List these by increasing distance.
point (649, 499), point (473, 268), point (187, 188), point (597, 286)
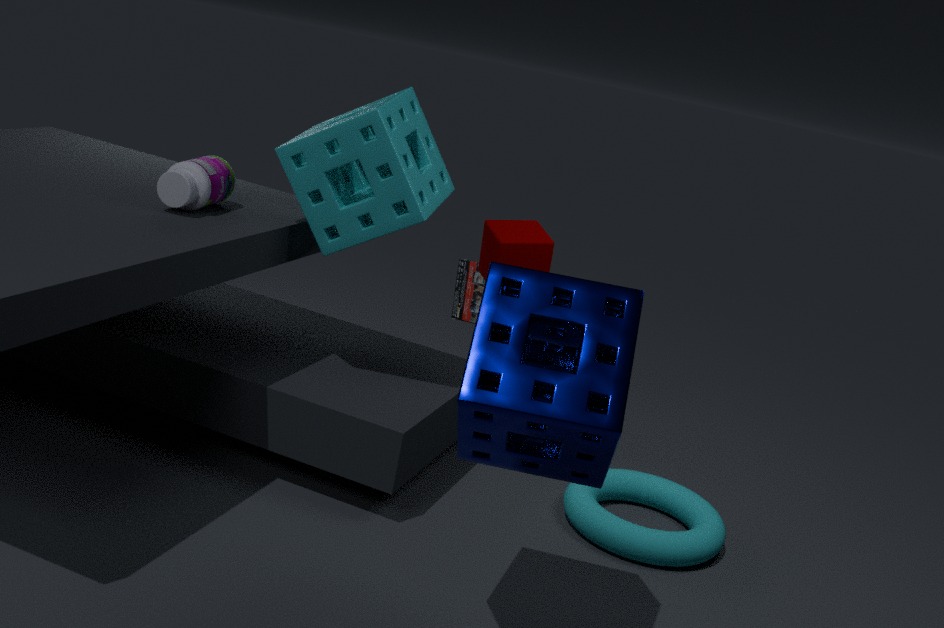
point (597, 286) < point (187, 188) < point (649, 499) < point (473, 268)
